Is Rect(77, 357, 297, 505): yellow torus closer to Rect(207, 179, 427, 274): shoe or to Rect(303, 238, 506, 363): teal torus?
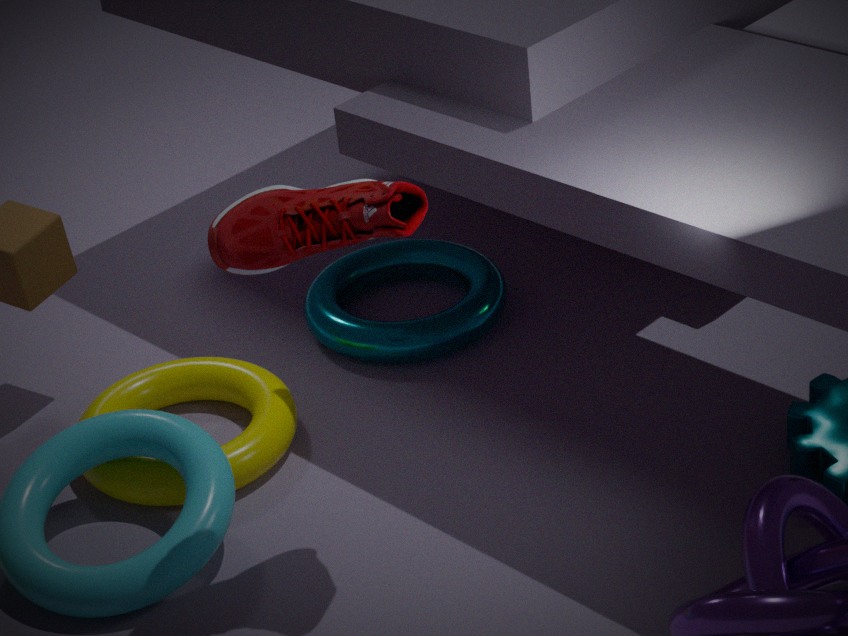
Rect(303, 238, 506, 363): teal torus
